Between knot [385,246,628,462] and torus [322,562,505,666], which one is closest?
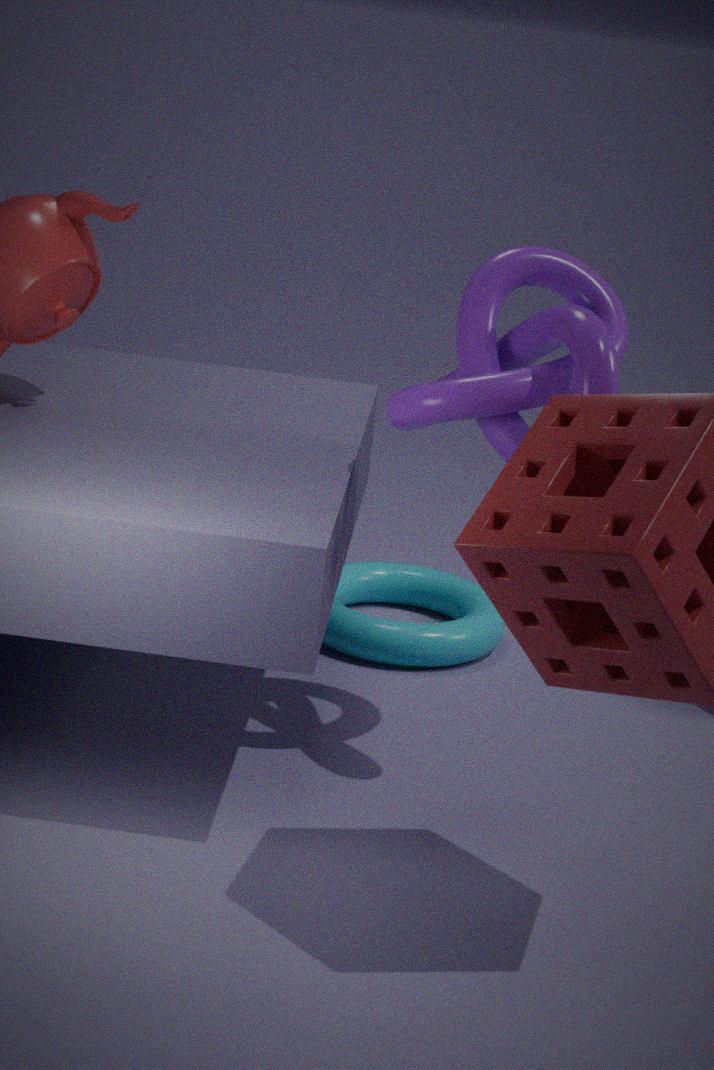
knot [385,246,628,462]
